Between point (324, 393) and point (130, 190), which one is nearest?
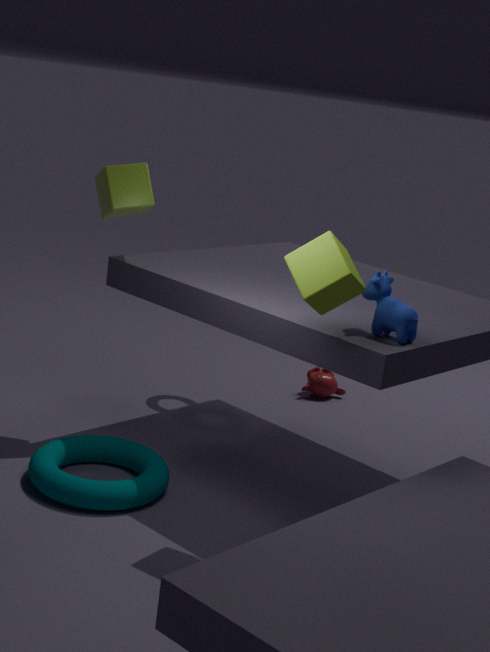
point (130, 190)
